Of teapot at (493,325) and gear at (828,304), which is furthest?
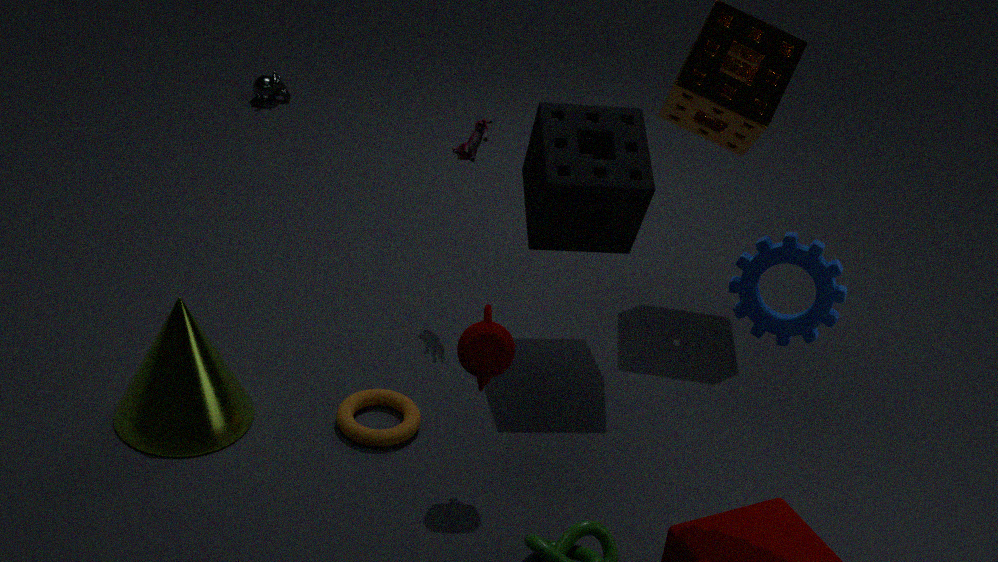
teapot at (493,325)
